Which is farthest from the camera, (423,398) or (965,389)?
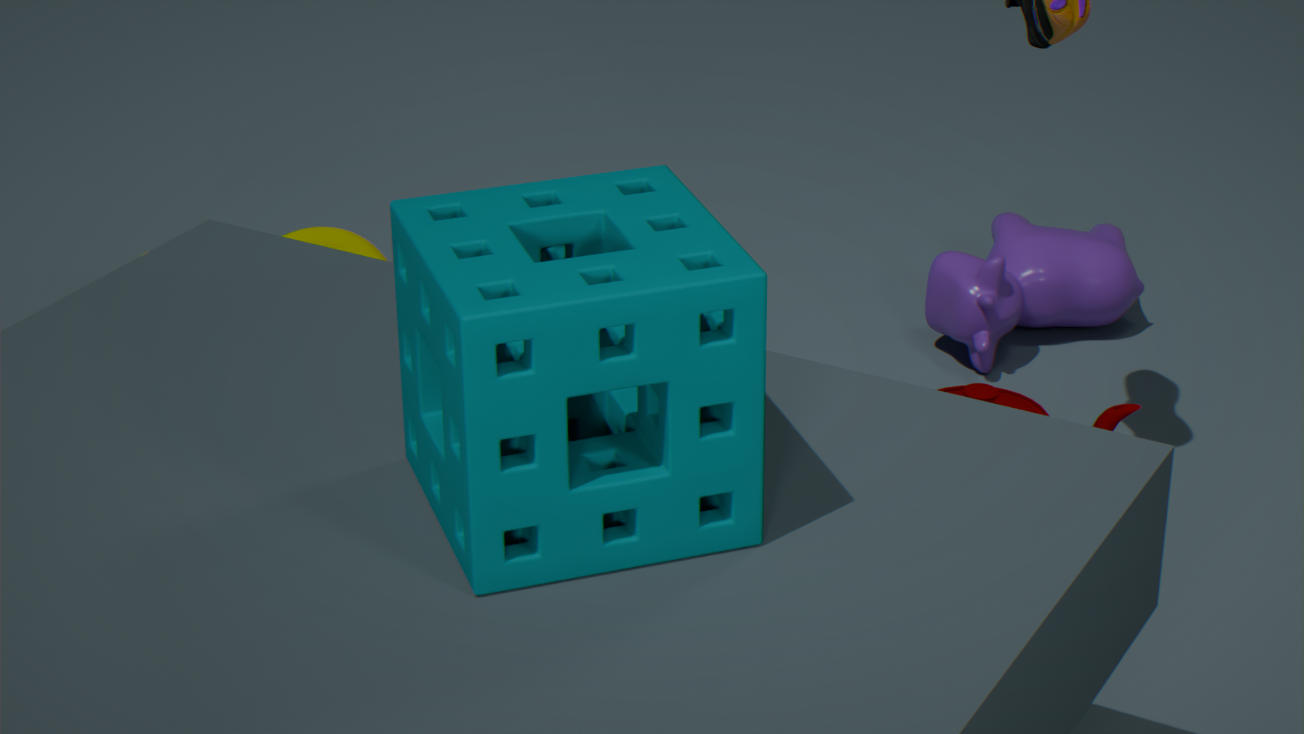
(965,389)
